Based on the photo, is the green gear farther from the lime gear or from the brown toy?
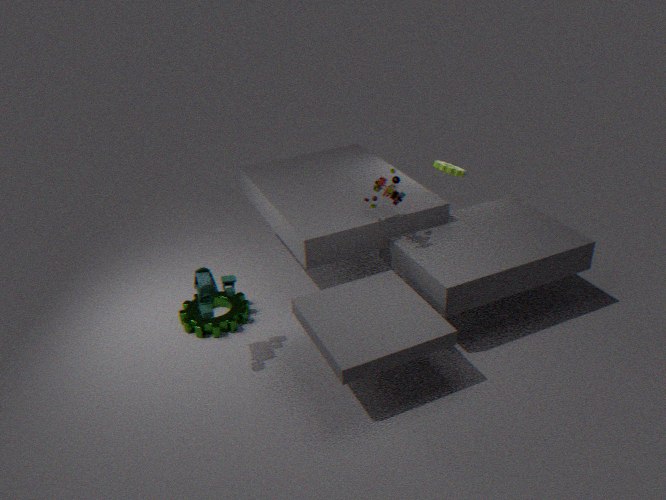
the lime gear
